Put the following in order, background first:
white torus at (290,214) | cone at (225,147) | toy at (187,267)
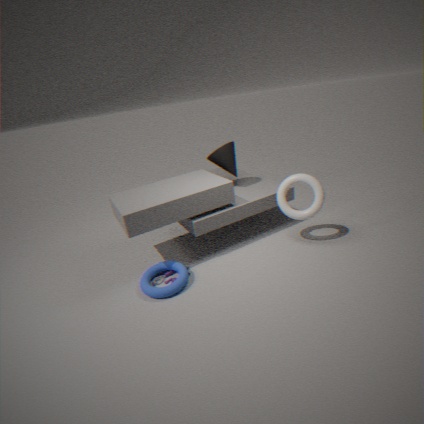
cone at (225,147)
white torus at (290,214)
toy at (187,267)
